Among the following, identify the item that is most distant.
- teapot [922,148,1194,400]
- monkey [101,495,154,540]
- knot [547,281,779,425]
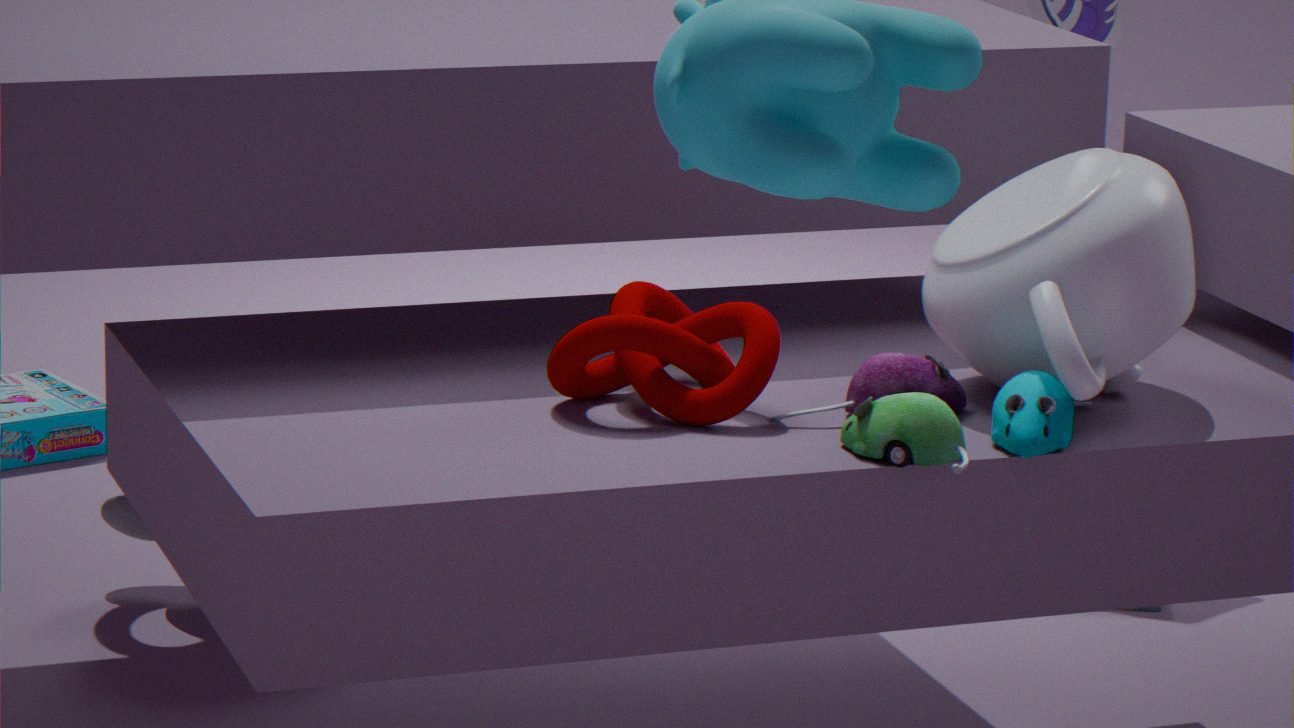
monkey [101,495,154,540]
